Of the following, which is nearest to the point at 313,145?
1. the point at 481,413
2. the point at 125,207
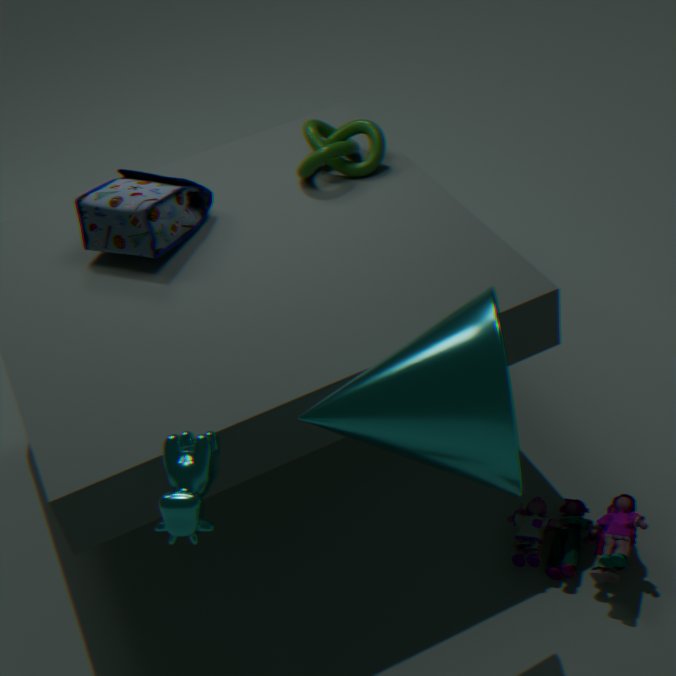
the point at 125,207
